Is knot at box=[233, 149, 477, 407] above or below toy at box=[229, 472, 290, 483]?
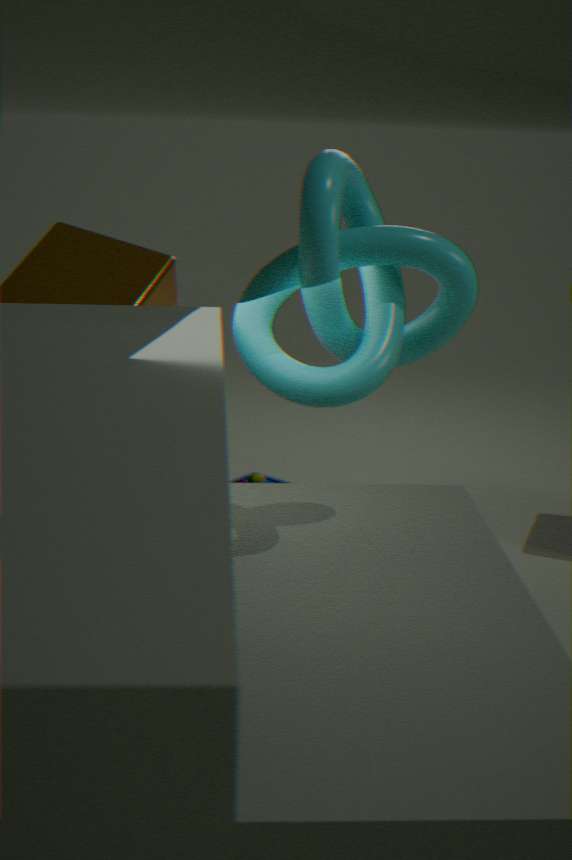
above
